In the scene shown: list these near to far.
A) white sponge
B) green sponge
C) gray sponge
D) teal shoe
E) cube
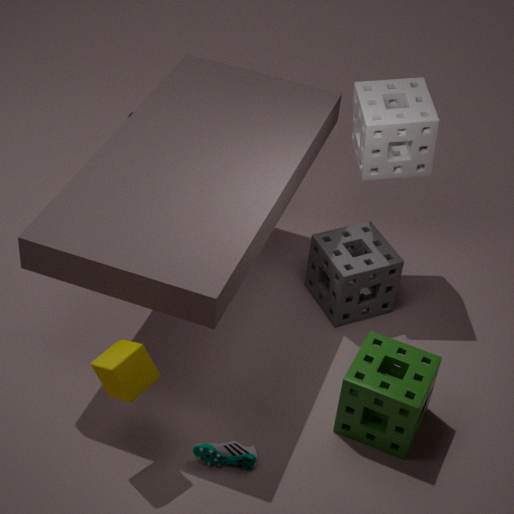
cube, green sponge, teal shoe, white sponge, gray sponge
